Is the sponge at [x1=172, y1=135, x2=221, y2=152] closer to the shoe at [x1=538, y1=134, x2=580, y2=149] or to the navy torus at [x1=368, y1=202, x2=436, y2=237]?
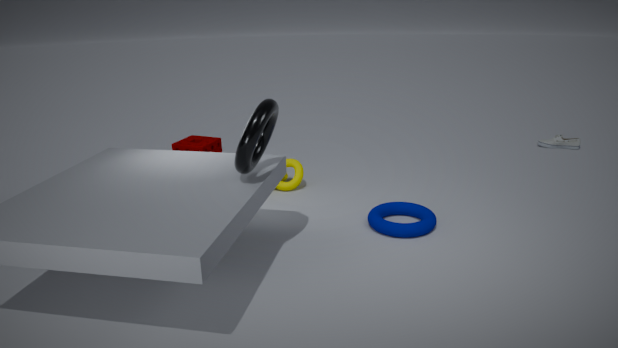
the navy torus at [x1=368, y1=202, x2=436, y2=237]
